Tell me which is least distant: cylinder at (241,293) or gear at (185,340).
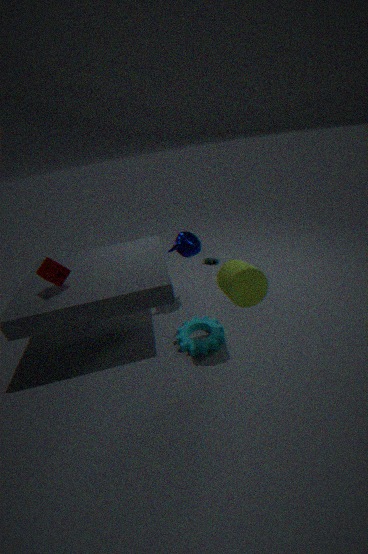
cylinder at (241,293)
